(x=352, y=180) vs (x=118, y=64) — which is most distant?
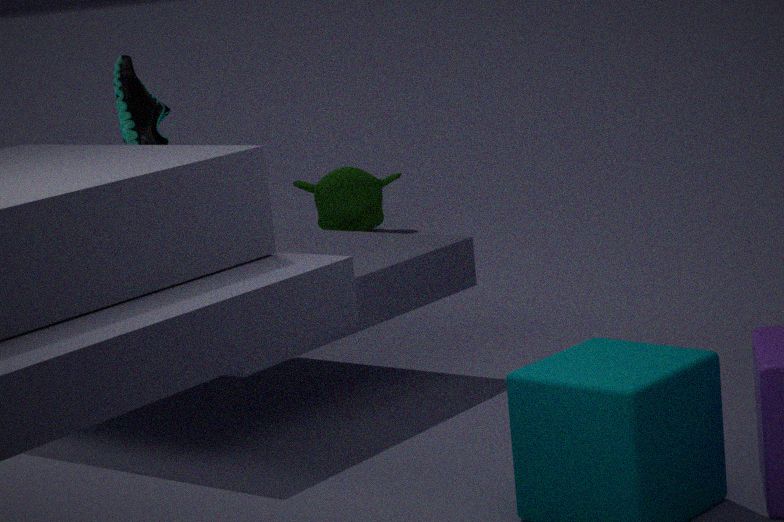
(x=352, y=180)
